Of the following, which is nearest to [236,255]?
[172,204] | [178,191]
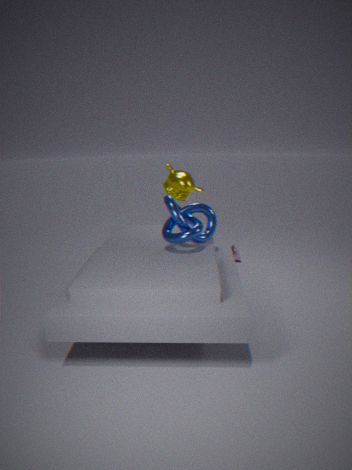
[178,191]
